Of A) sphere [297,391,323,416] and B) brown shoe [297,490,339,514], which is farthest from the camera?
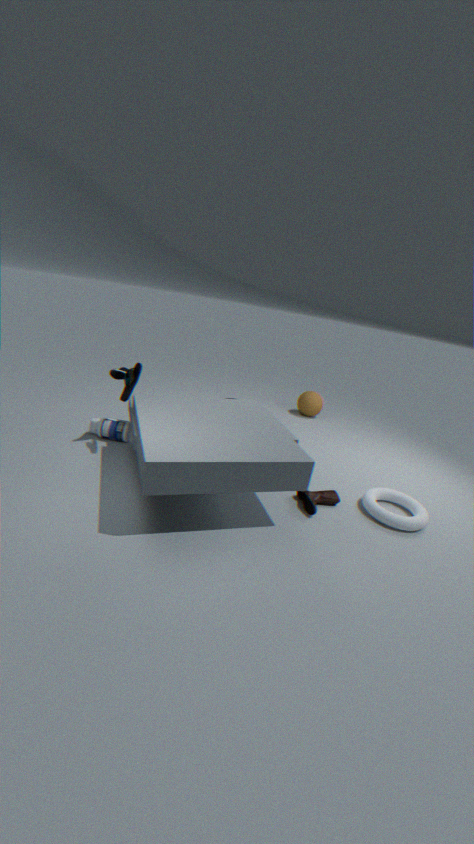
A. sphere [297,391,323,416]
